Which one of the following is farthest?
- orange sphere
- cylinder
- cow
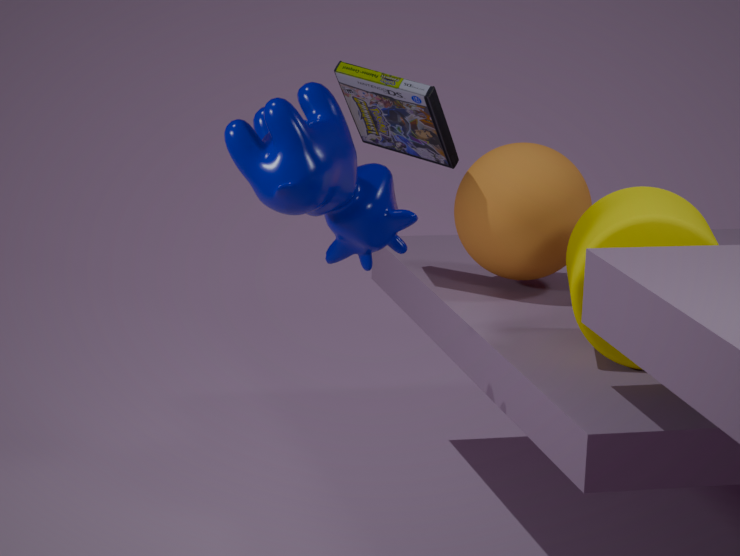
orange sphere
